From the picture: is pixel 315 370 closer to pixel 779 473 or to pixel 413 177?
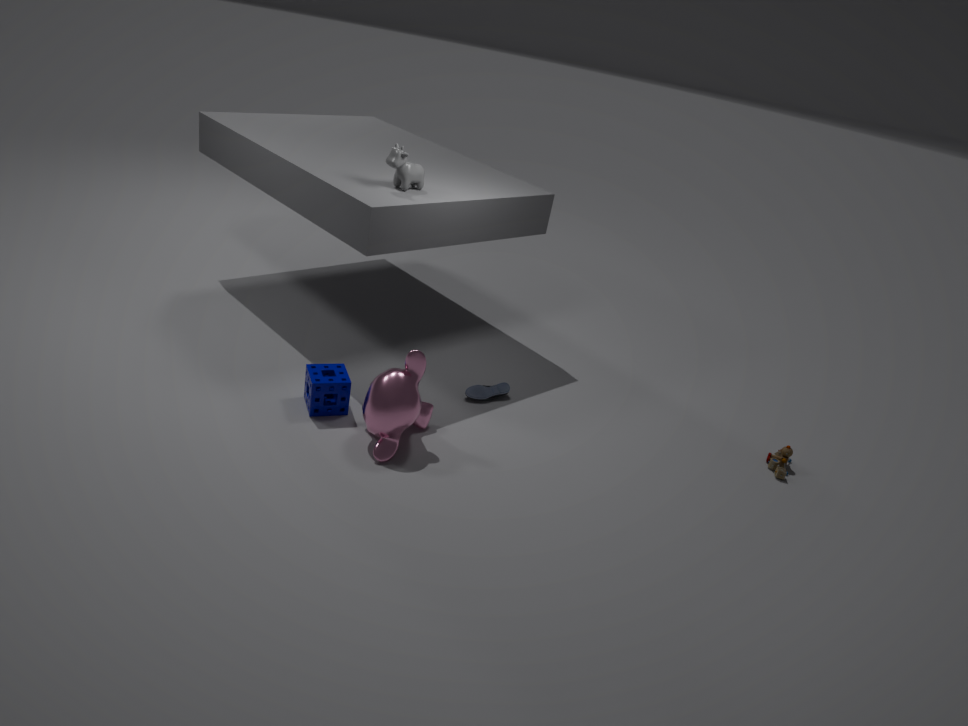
pixel 413 177
